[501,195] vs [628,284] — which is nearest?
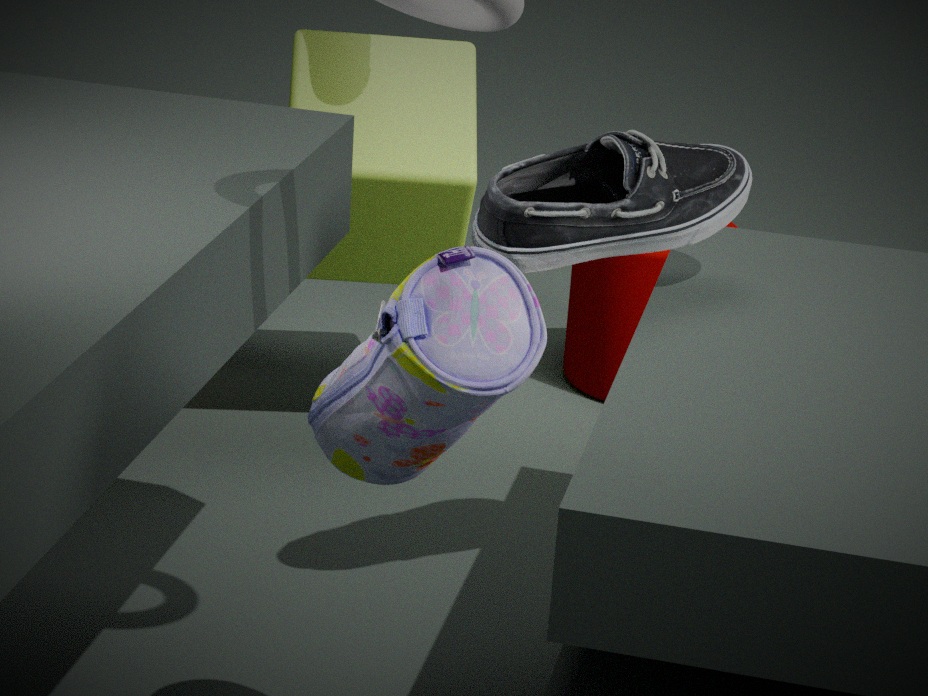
[501,195]
